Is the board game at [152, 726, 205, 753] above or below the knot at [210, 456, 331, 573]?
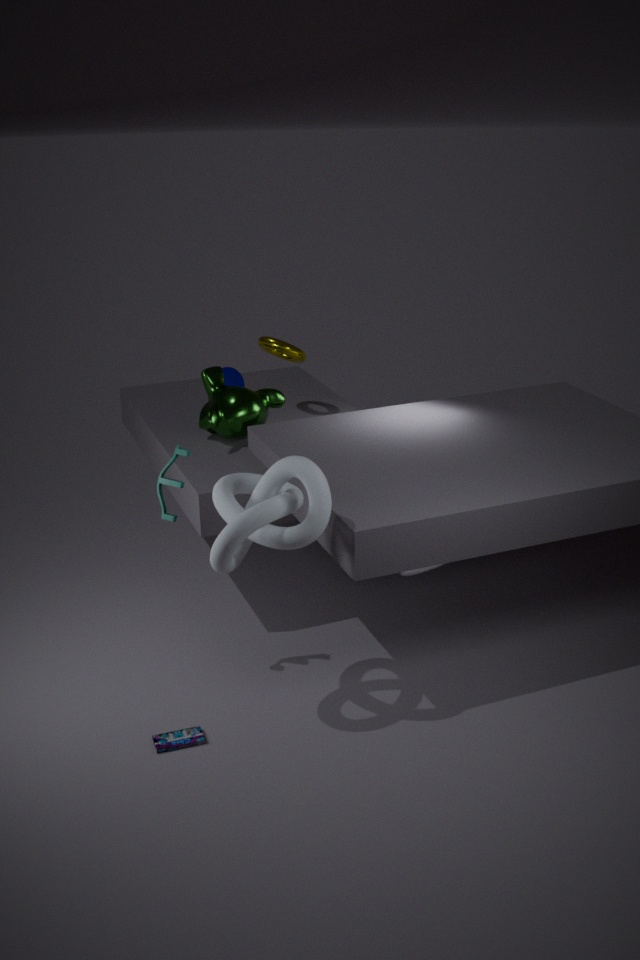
below
